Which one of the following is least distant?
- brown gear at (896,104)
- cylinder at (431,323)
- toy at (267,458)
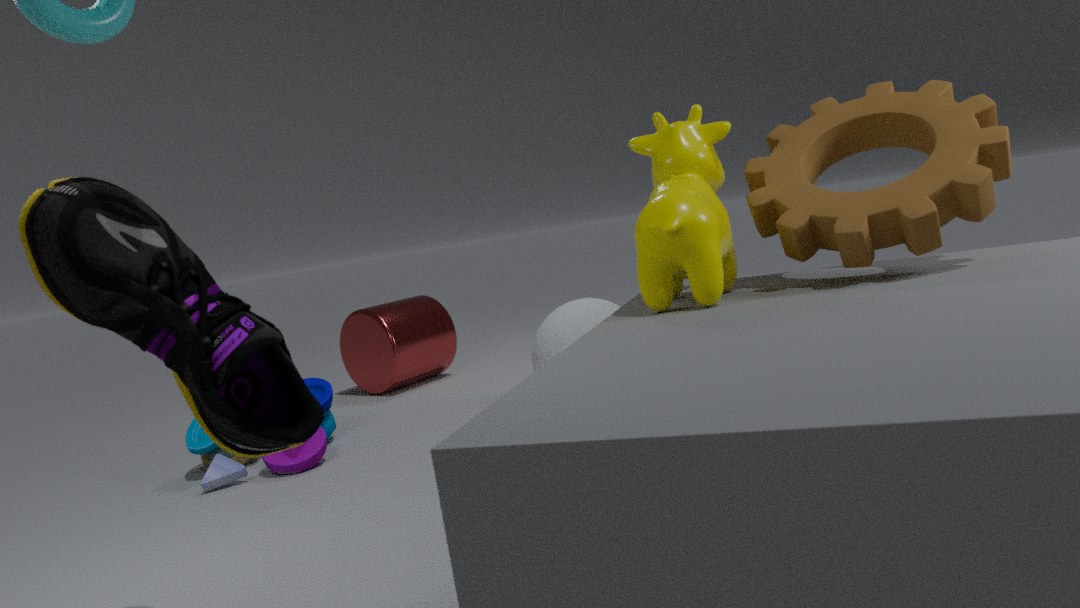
brown gear at (896,104)
